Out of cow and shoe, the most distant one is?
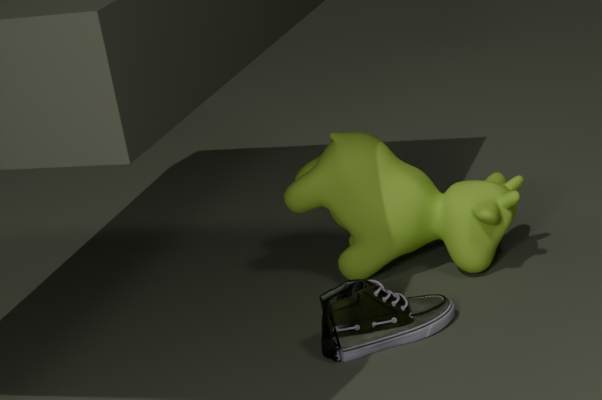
cow
